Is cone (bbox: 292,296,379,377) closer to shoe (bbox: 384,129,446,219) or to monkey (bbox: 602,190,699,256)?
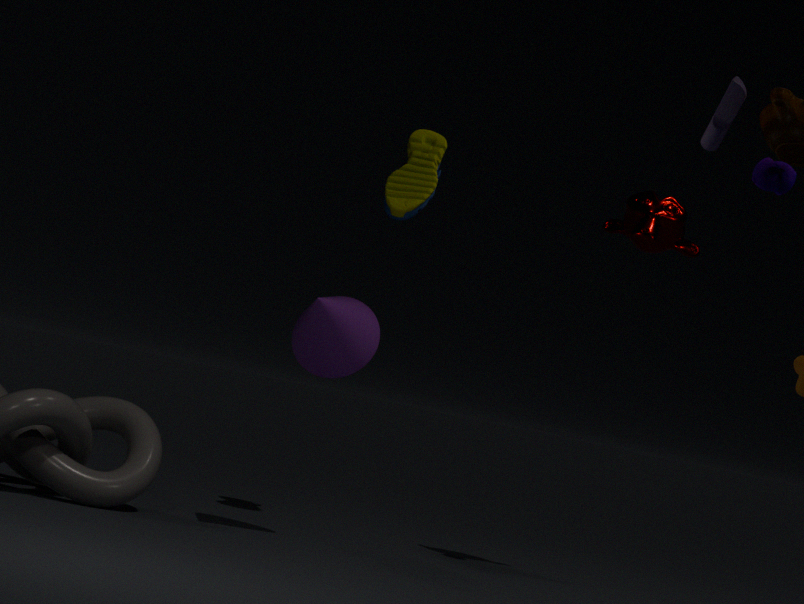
shoe (bbox: 384,129,446,219)
